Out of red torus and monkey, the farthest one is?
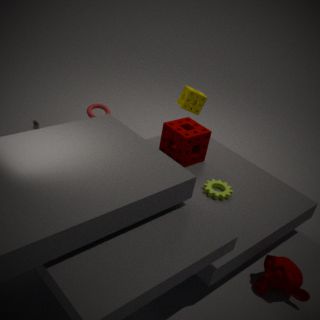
red torus
